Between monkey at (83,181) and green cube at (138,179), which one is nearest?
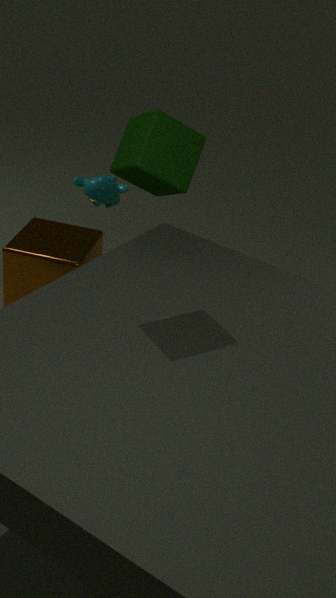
green cube at (138,179)
